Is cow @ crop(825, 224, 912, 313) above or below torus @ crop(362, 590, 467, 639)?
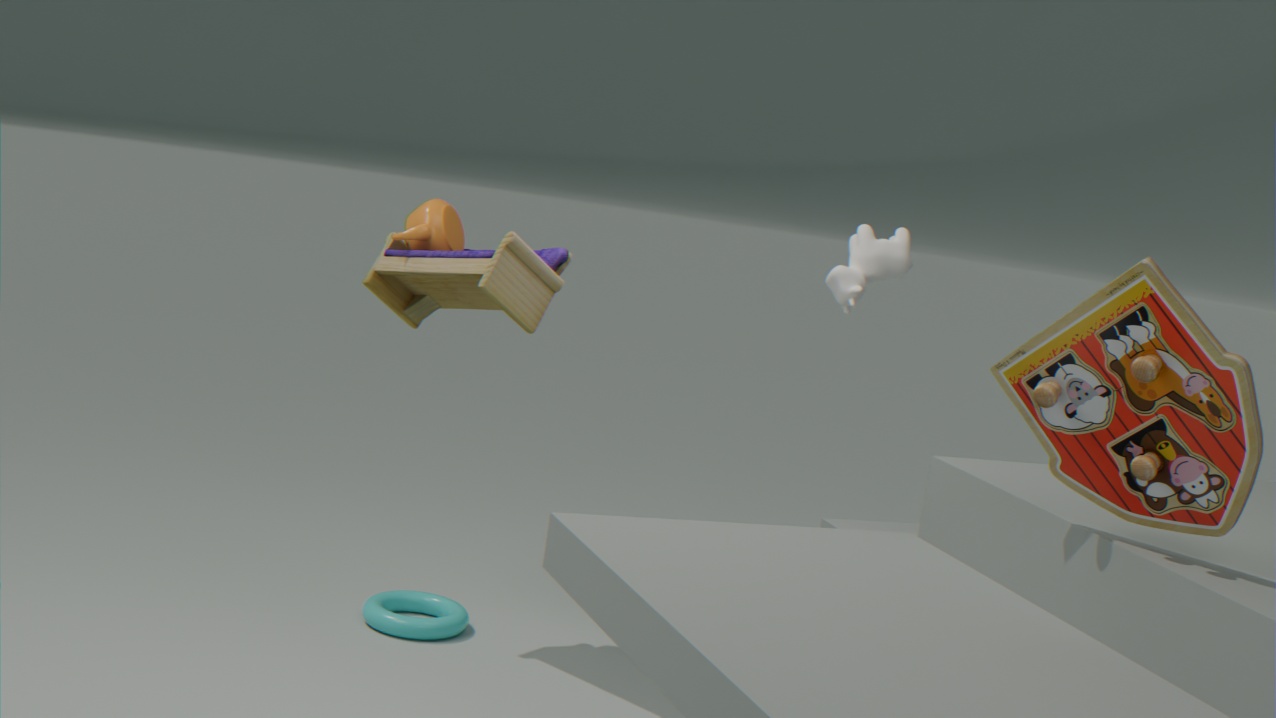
above
